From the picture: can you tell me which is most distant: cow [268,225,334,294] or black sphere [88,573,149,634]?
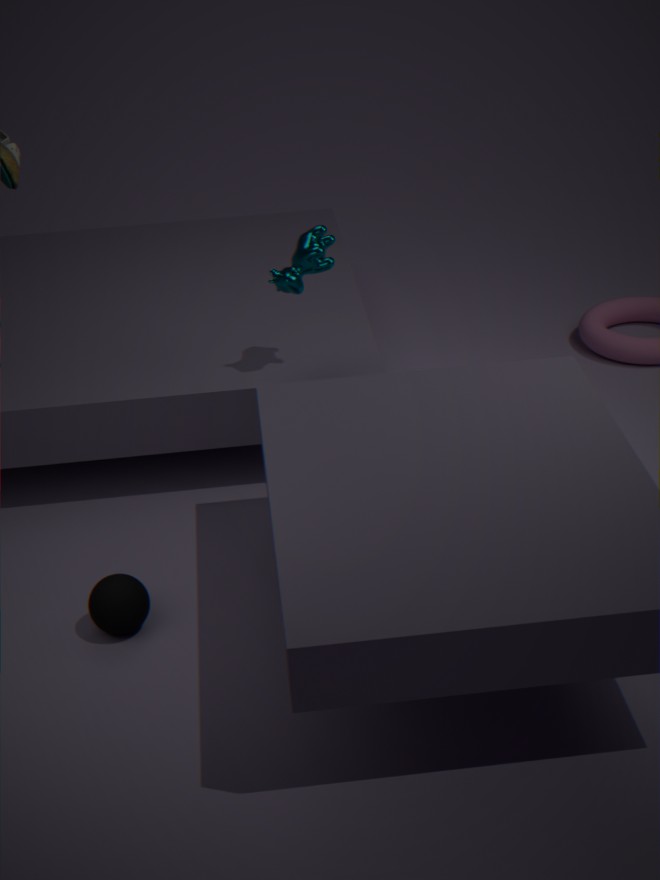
cow [268,225,334,294]
